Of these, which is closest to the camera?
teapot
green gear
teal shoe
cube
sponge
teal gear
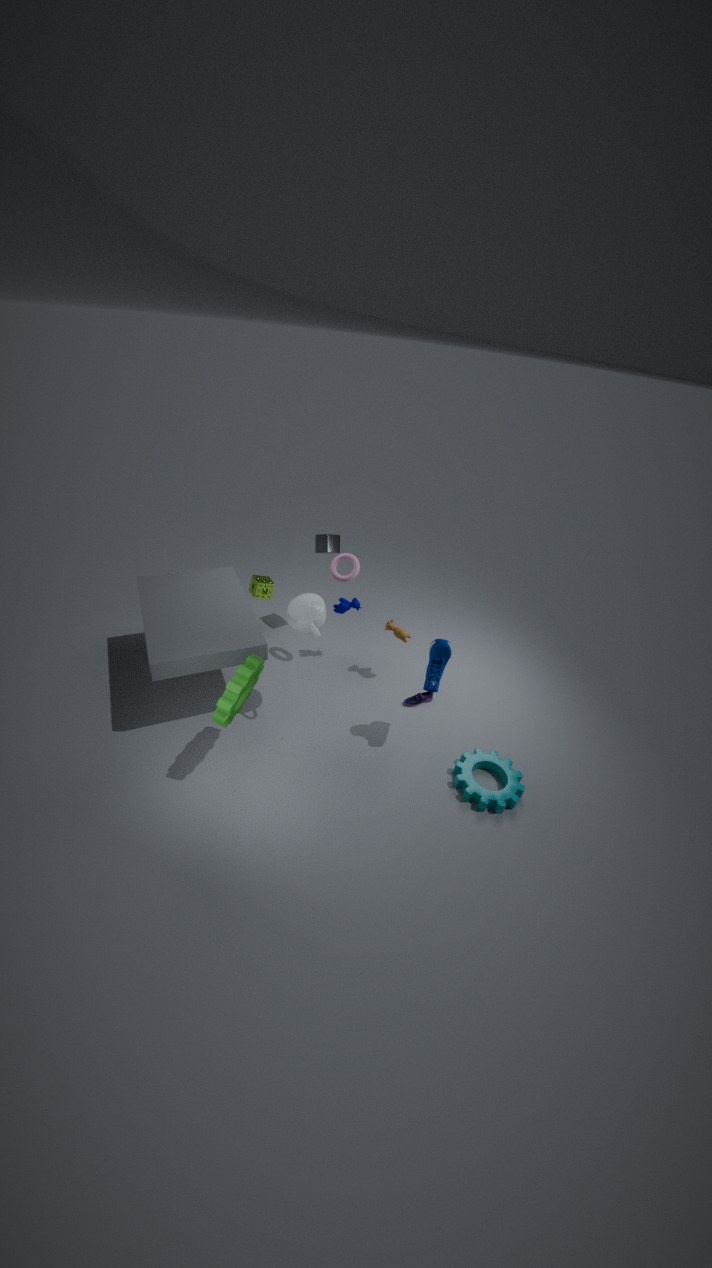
green gear
